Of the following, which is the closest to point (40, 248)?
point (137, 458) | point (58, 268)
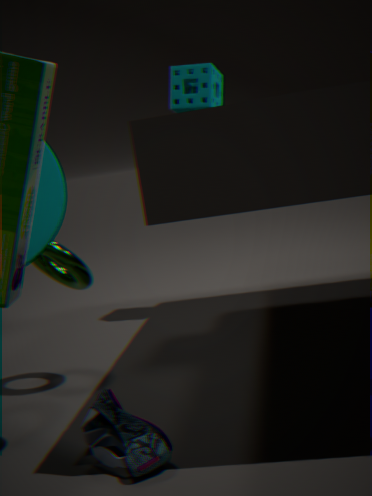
point (58, 268)
